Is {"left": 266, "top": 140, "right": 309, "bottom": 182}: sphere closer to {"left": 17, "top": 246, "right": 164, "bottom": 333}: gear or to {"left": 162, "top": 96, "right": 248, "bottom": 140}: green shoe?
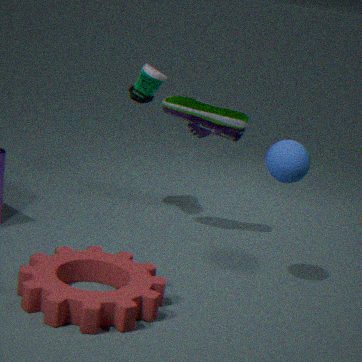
{"left": 162, "top": 96, "right": 248, "bottom": 140}: green shoe
